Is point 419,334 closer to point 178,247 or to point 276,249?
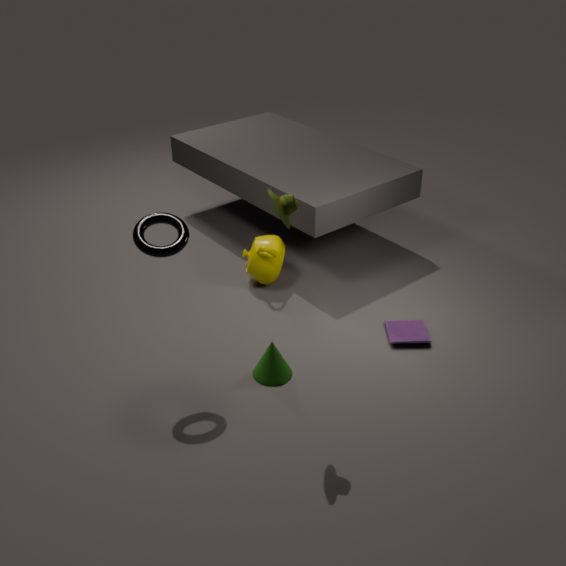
point 276,249
